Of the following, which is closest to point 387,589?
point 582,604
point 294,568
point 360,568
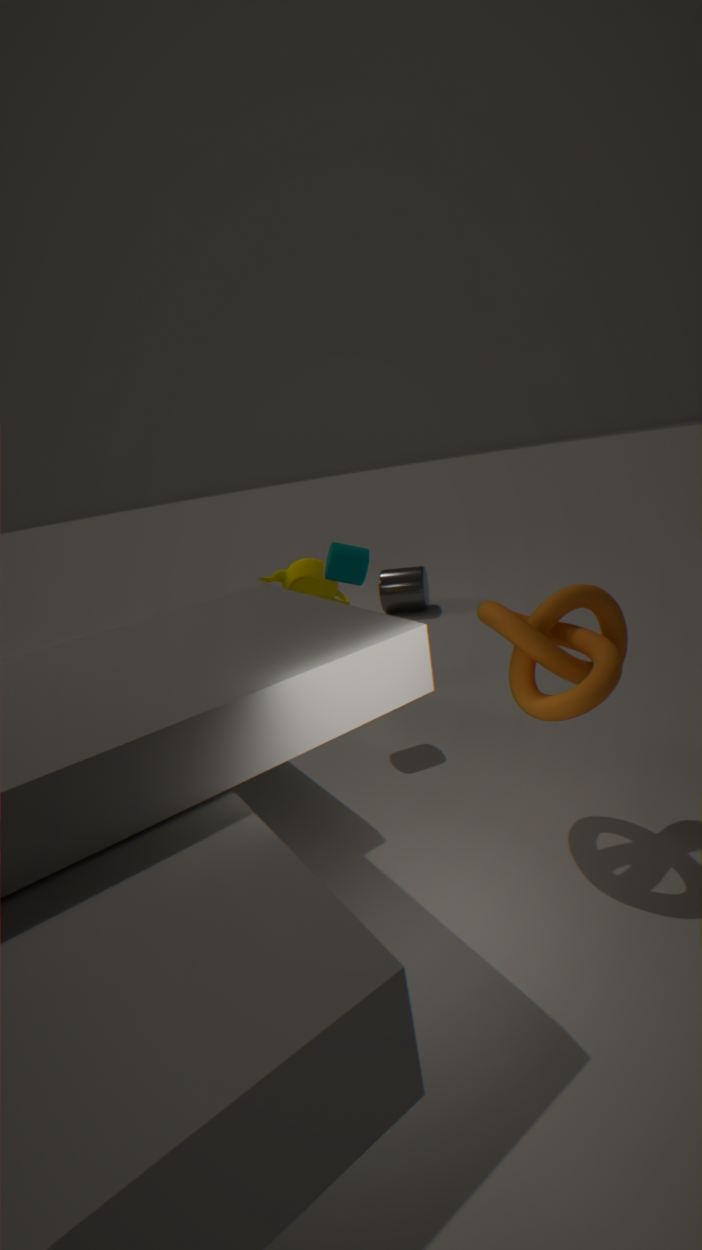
point 294,568
